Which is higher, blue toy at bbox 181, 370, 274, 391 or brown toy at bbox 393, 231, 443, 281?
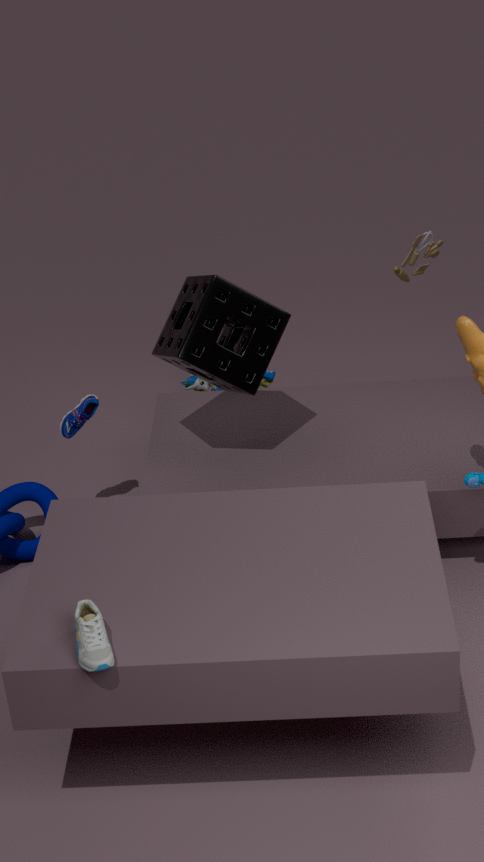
brown toy at bbox 393, 231, 443, 281
